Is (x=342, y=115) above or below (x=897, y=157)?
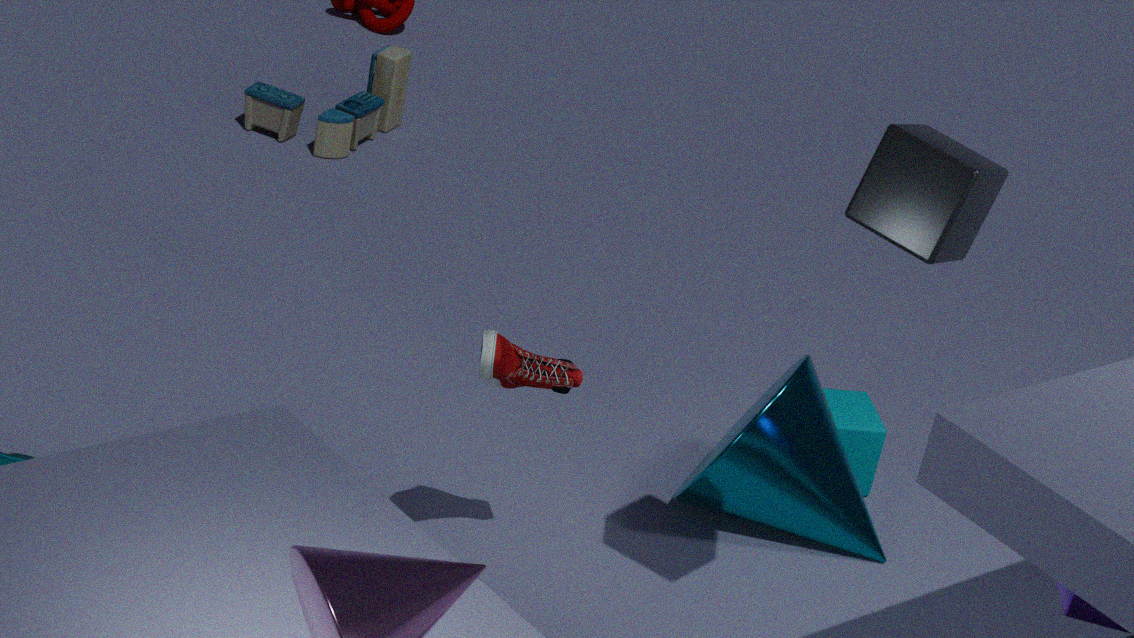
below
